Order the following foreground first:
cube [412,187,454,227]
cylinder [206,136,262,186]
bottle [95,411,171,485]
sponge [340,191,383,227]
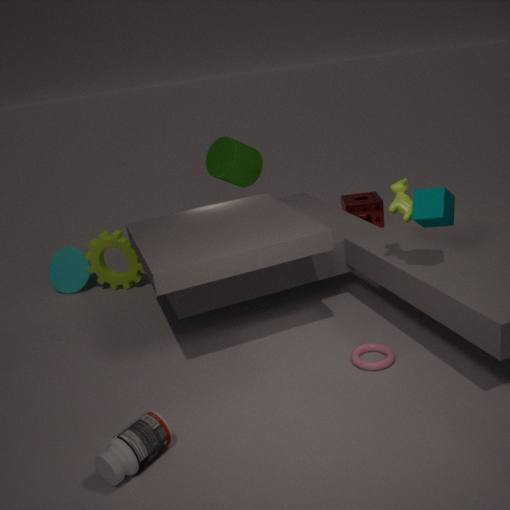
1. bottle [95,411,171,485]
2. cube [412,187,454,227]
3. cylinder [206,136,262,186]
4. sponge [340,191,383,227]
